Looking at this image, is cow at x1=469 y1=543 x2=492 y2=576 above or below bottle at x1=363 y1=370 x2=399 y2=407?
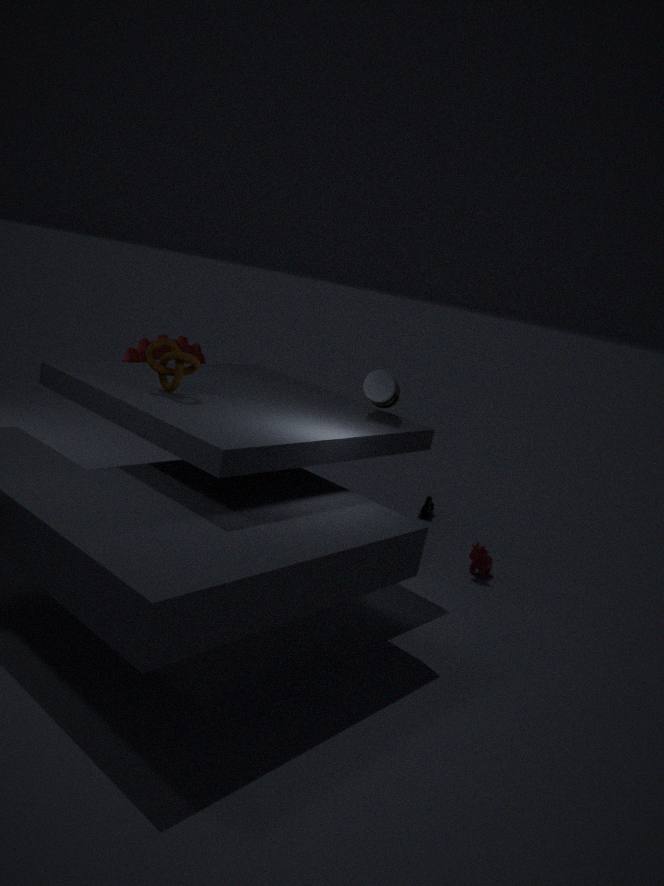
below
